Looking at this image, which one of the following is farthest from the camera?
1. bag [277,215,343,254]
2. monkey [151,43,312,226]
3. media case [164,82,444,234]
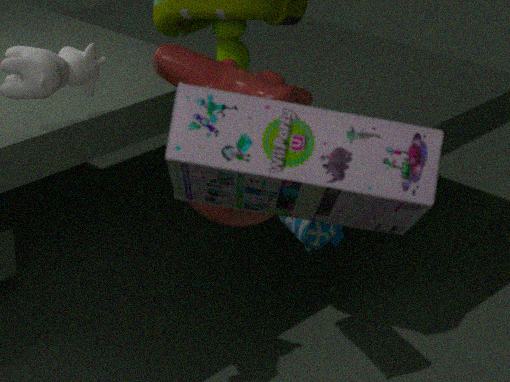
bag [277,215,343,254]
